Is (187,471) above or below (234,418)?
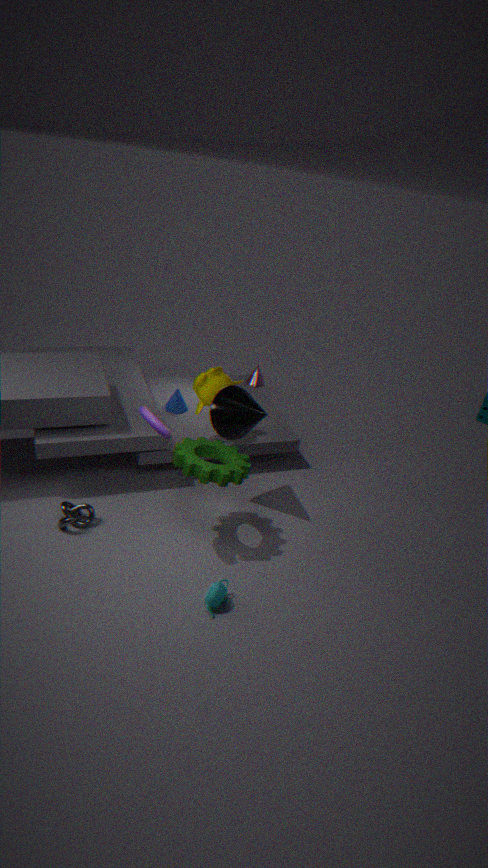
below
